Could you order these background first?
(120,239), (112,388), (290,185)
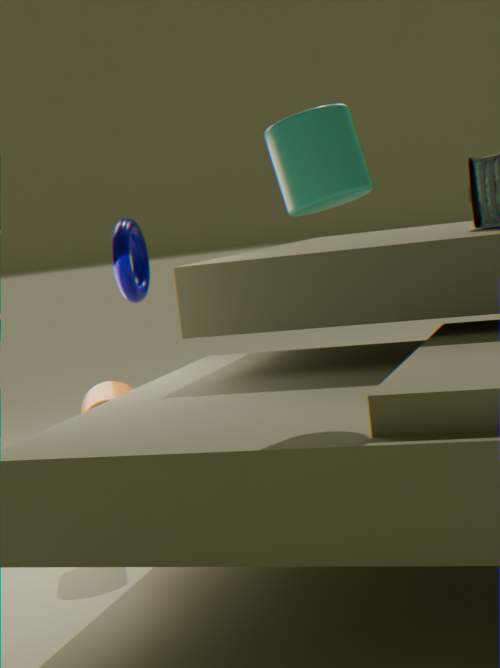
(120,239) < (112,388) < (290,185)
